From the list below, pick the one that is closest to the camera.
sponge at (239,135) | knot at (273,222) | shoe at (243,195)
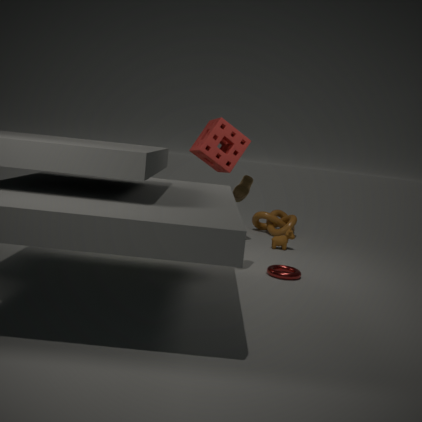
shoe at (243,195)
